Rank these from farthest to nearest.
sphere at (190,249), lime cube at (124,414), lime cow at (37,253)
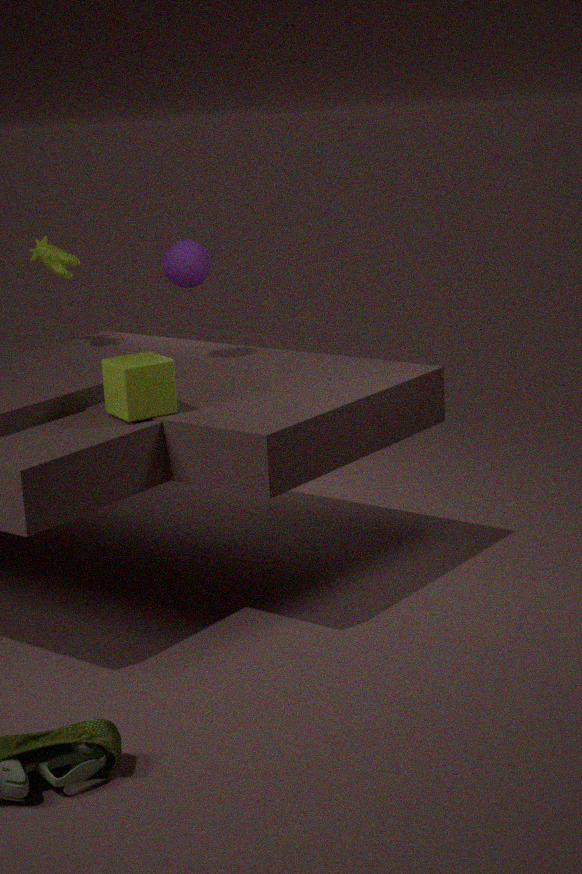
lime cow at (37,253) → sphere at (190,249) → lime cube at (124,414)
